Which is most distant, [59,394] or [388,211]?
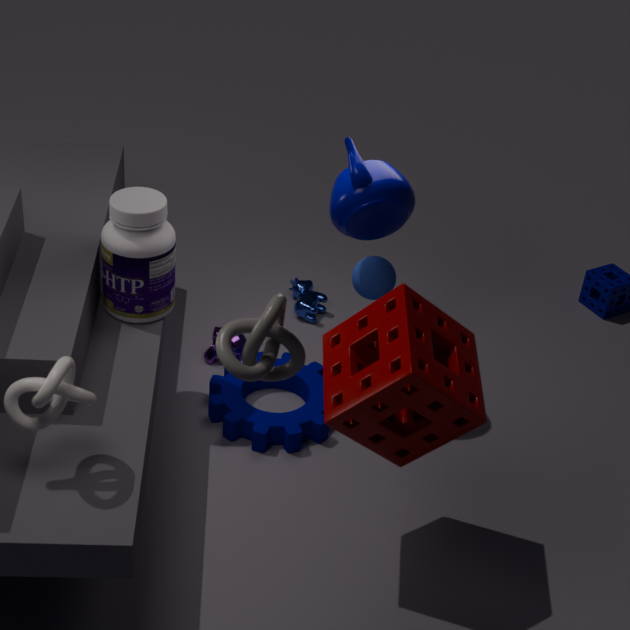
[388,211]
